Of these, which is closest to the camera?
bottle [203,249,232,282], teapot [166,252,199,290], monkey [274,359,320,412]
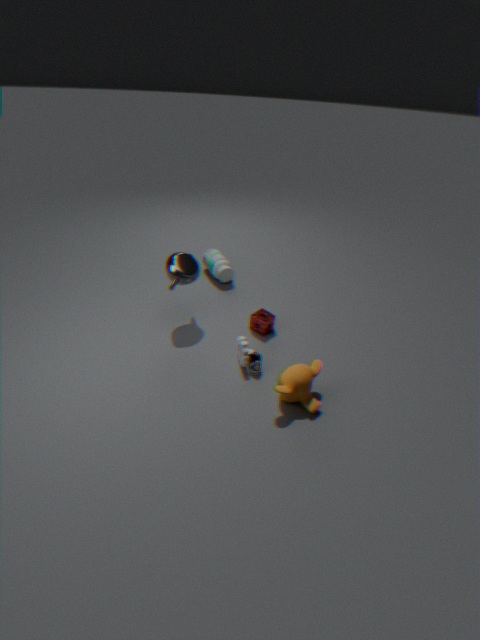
monkey [274,359,320,412]
